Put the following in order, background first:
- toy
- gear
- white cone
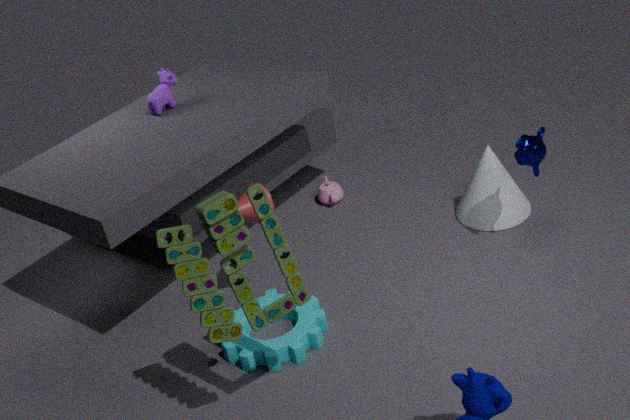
white cone → gear → toy
